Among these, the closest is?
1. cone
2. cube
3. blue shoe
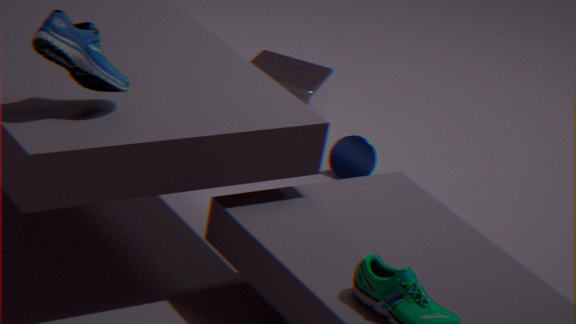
blue shoe
